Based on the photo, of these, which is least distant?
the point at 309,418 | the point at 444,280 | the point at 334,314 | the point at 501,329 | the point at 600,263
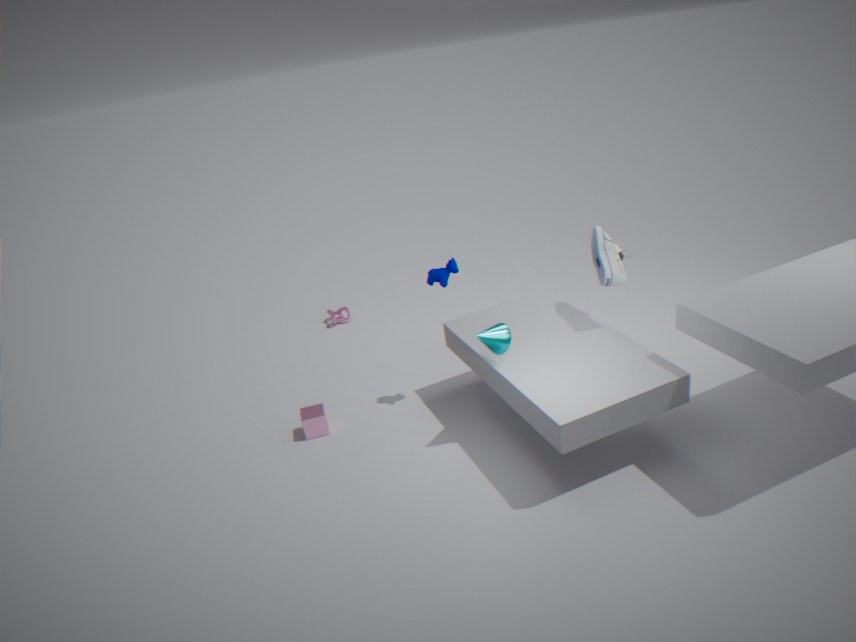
the point at 501,329
